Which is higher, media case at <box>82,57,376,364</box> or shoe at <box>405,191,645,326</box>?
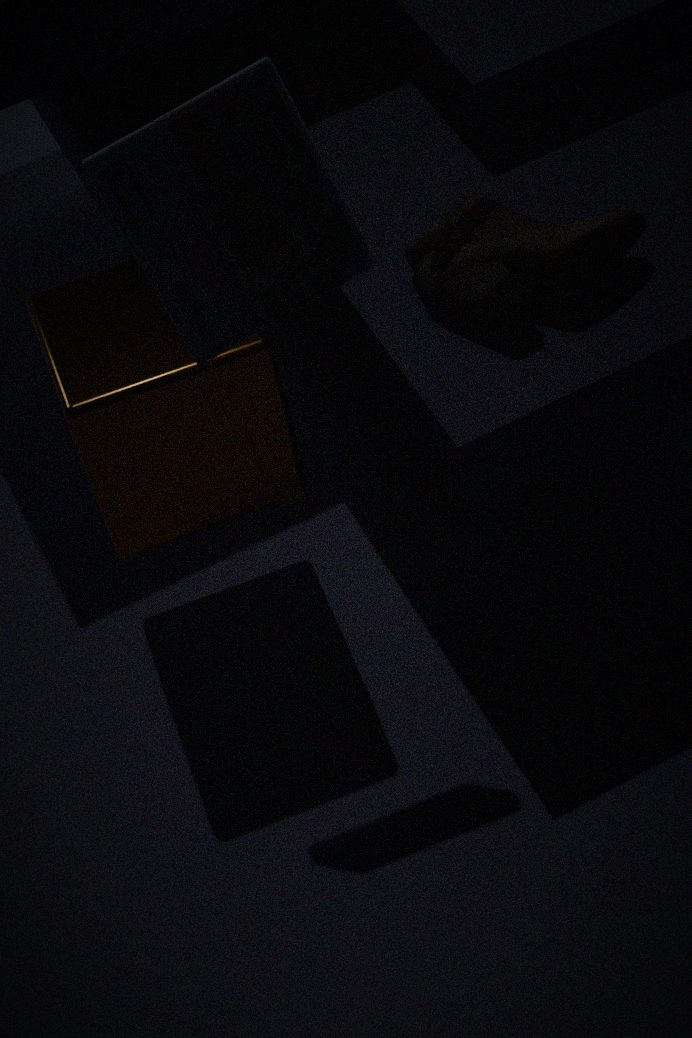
media case at <box>82,57,376,364</box>
